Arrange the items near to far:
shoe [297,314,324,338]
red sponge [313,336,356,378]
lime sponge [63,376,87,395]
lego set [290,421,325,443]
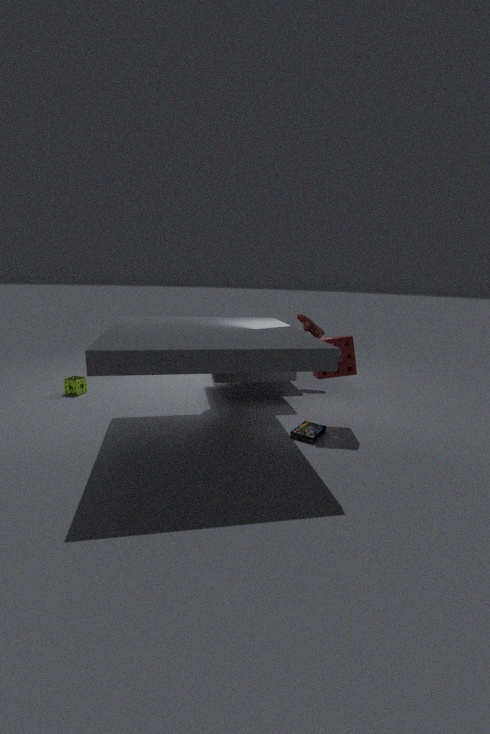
lego set [290,421,325,443] < red sponge [313,336,356,378] < lime sponge [63,376,87,395] < shoe [297,314,324,338]
